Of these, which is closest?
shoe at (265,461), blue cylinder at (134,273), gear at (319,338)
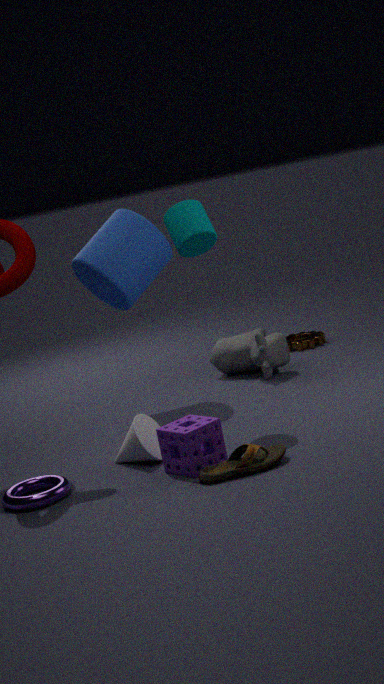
shoe at (265,461)
